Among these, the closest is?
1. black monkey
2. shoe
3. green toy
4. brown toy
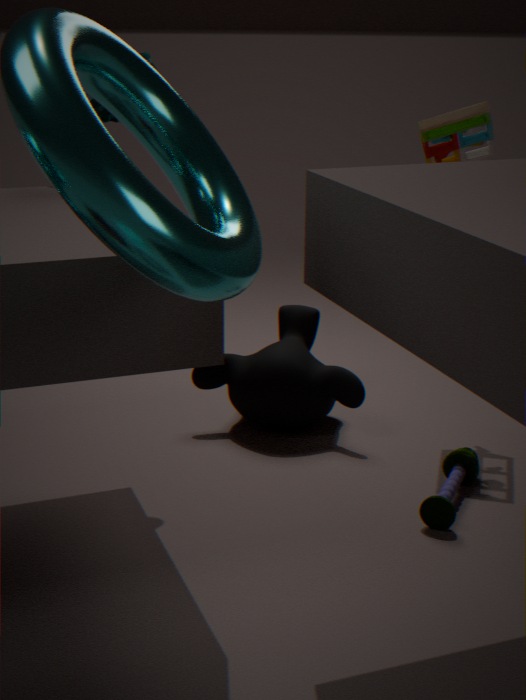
green toy
